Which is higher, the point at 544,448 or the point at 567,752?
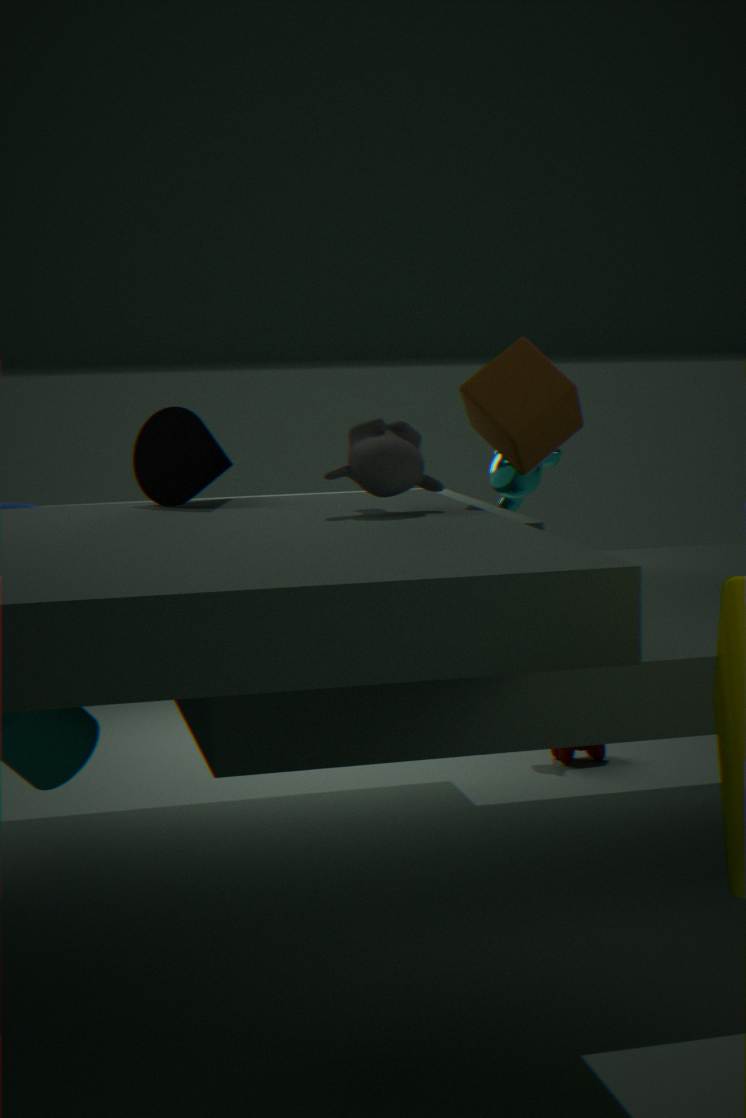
the point at 544,448
